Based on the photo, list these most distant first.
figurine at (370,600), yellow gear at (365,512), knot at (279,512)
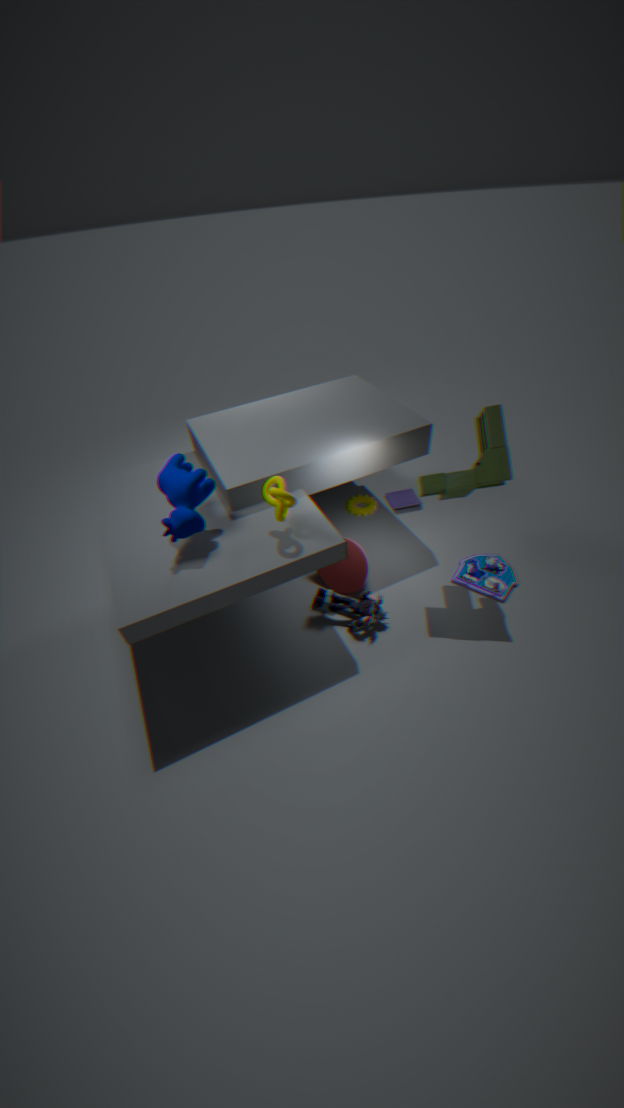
1. yellow gear at (365,512)
2. figurine at (370,600)
3. knot at (279,512)
